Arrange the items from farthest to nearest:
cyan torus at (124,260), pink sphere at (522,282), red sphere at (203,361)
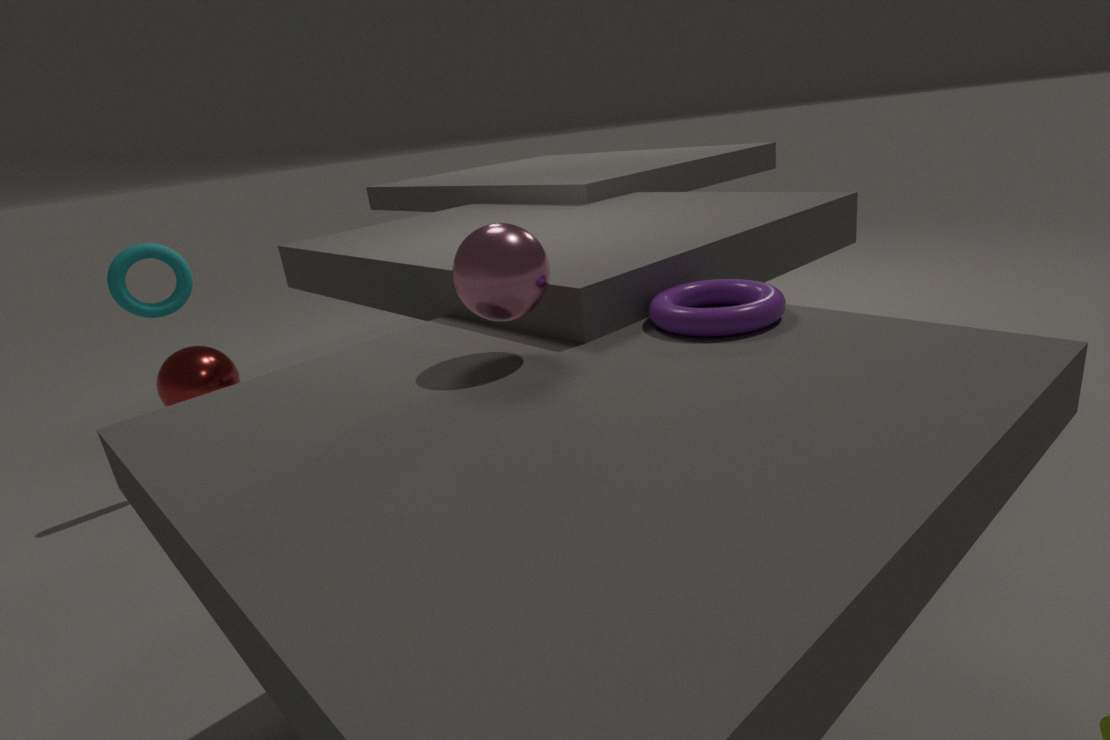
red sphere at (203,361) < cyan torus at (124,260) < pink sphere at (522,282)
